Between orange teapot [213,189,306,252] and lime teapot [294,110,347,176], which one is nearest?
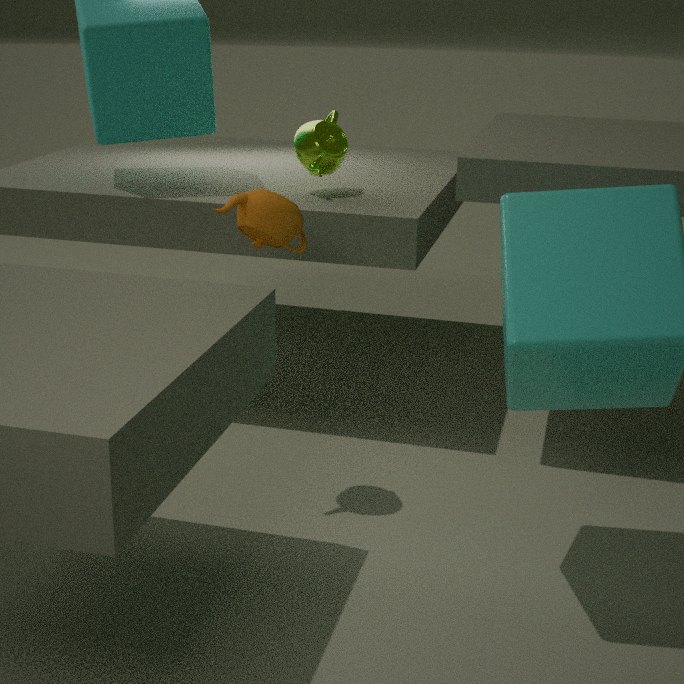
orange teapot [213,189,306,252]
